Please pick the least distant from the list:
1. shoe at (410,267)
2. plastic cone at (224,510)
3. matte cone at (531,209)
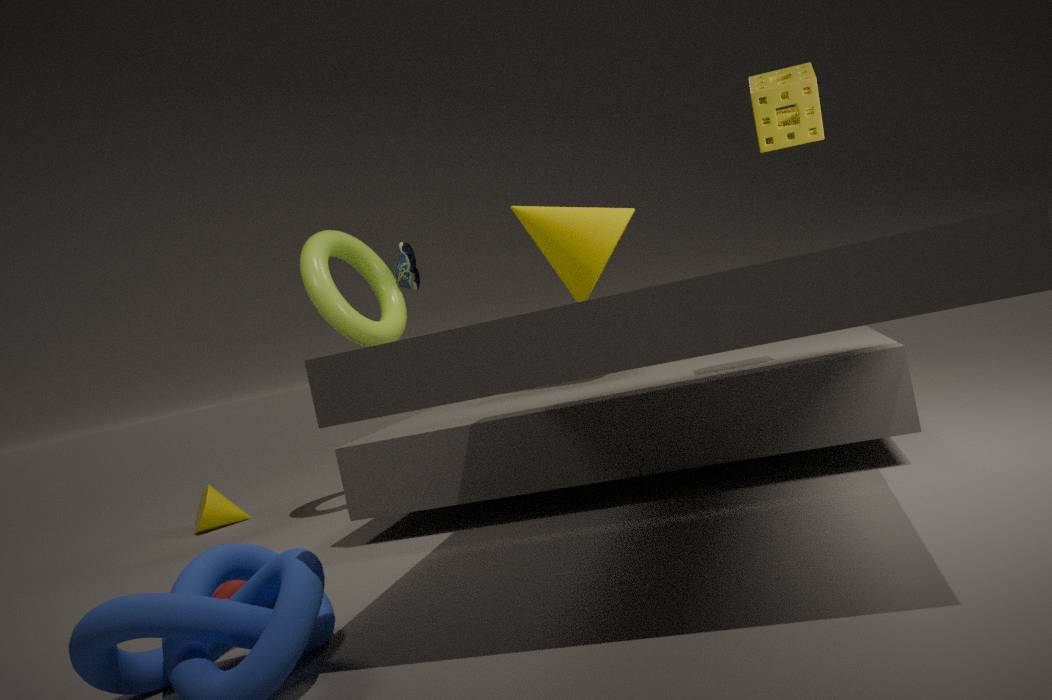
matte cone at (531,209)
